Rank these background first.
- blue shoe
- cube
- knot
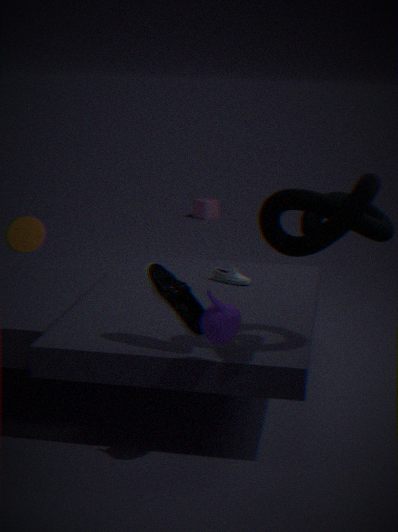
cube < blue shoe < knot
